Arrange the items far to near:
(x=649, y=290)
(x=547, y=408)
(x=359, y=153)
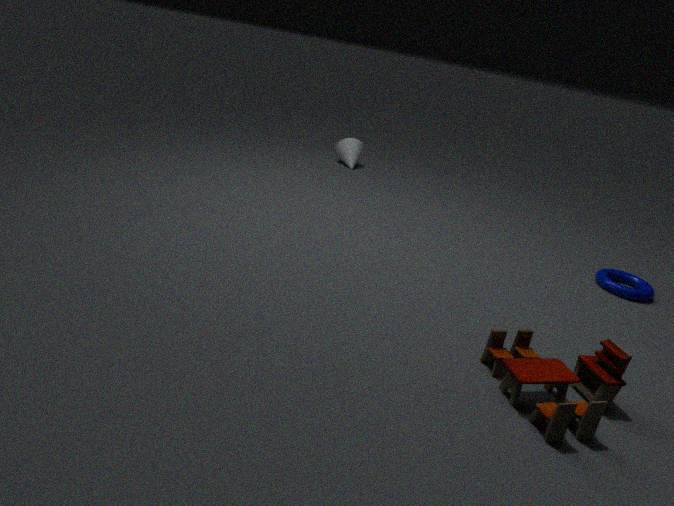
(x=359, y=153), (x=649, y=290), (x=547, y=408)
